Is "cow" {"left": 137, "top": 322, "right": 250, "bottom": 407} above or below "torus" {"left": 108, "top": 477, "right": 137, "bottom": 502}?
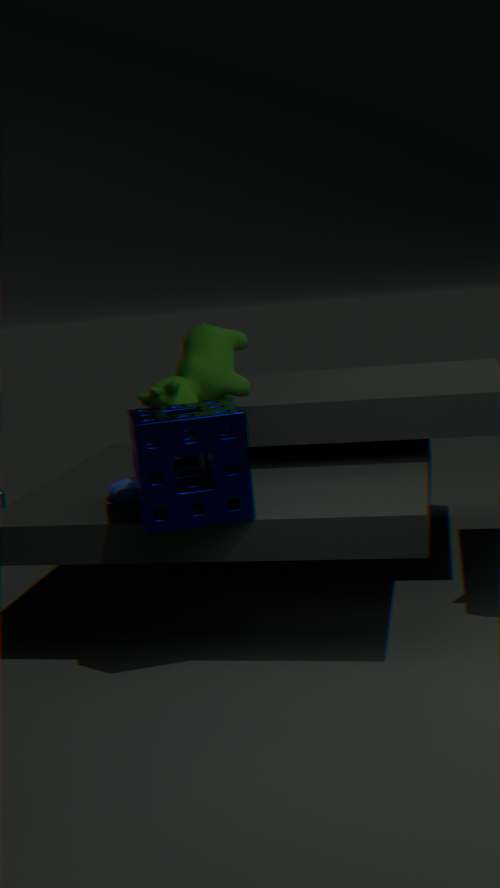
above
